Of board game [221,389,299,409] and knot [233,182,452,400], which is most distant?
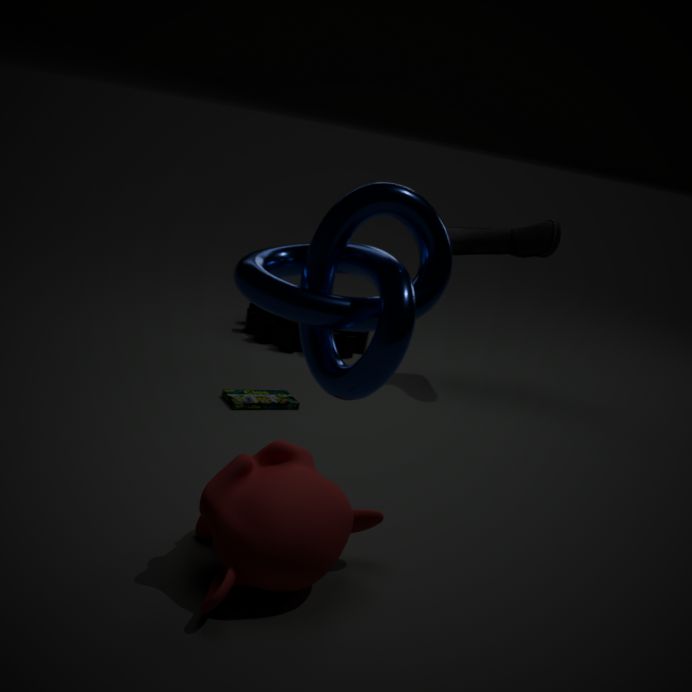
board game [221,389,299,409]
